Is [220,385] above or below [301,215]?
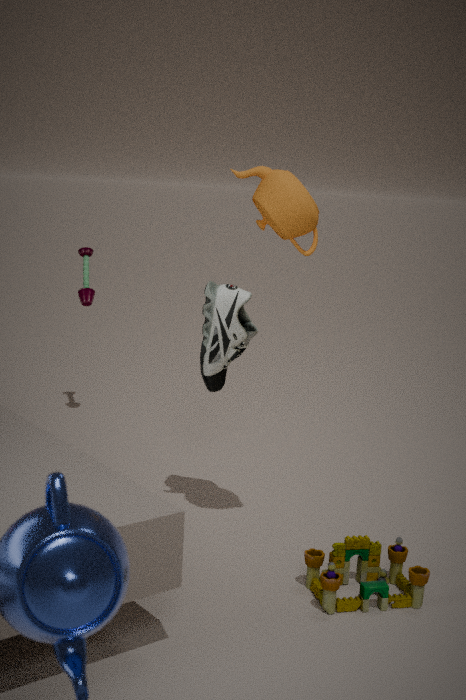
below
